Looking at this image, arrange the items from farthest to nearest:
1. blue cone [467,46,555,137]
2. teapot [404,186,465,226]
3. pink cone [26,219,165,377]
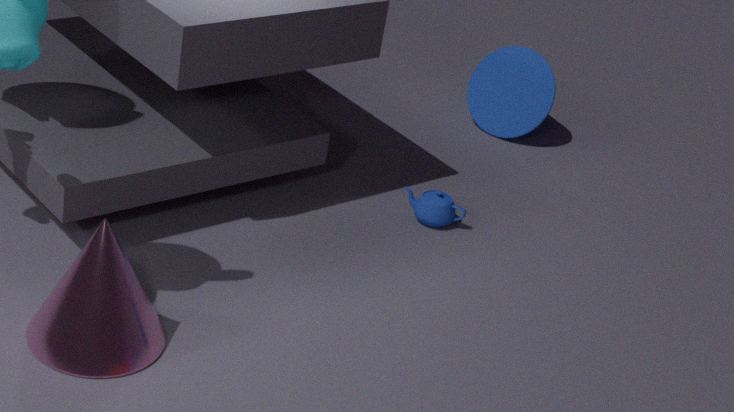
blue cone [467,46,555,137] < teapot [404,186,465,226] < pink cone [26,219,165,377]
